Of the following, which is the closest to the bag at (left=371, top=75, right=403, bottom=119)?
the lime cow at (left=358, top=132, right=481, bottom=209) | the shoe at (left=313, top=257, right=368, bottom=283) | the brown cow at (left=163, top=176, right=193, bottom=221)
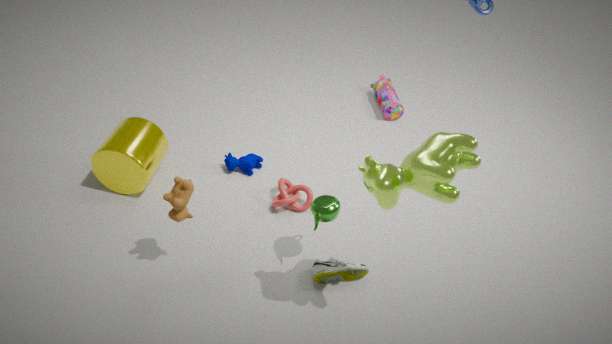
the shoe at (left=313, top=257, right=368, bottom=283)
